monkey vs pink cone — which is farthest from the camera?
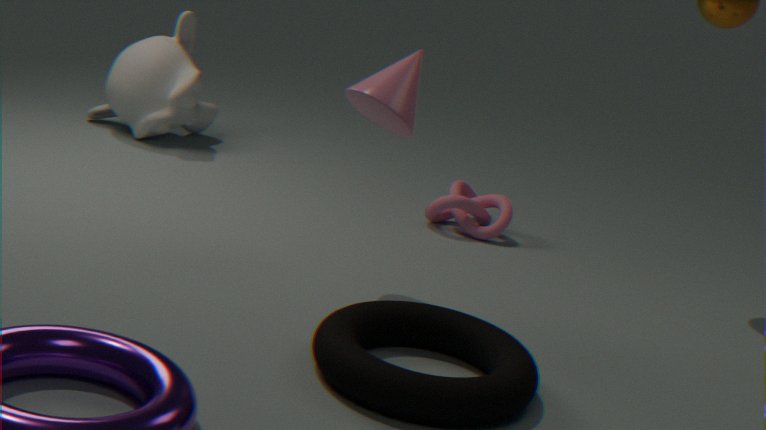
monkey
